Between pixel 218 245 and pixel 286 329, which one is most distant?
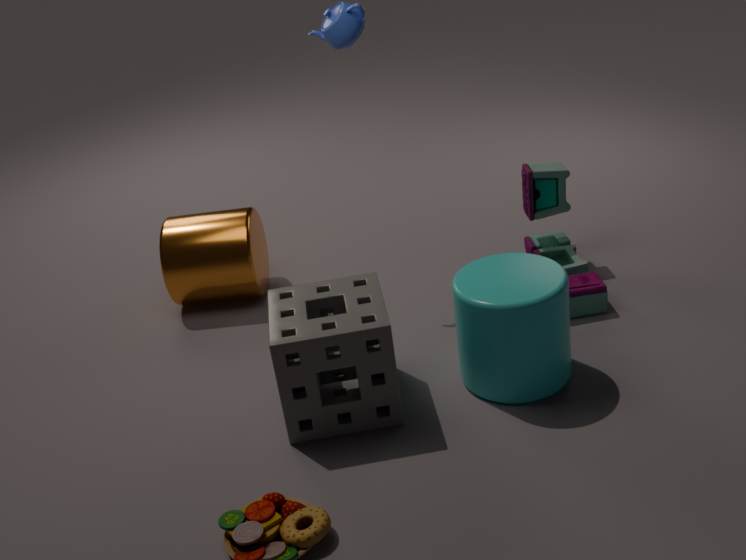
pixel 218 245
